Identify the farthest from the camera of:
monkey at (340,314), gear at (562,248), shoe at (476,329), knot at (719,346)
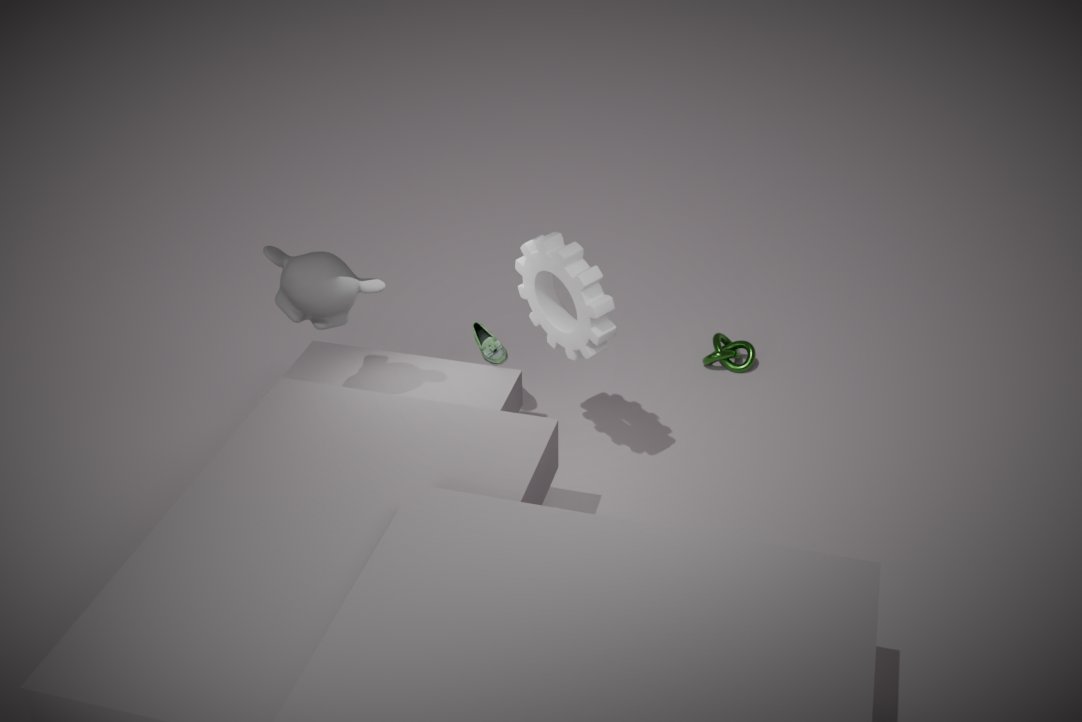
knot at (719,346)
